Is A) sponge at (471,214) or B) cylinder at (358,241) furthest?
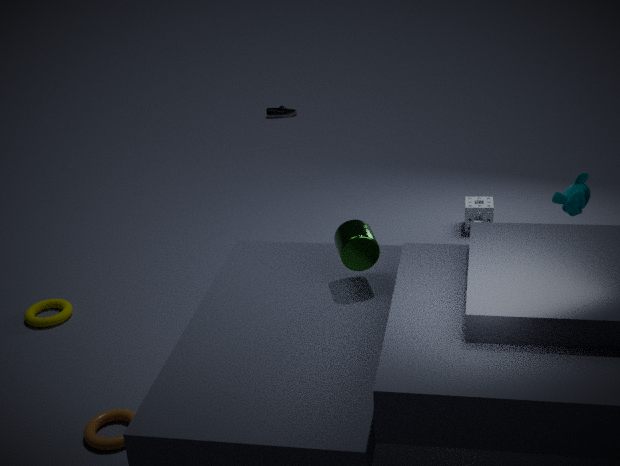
A. sponge at (471,214)
